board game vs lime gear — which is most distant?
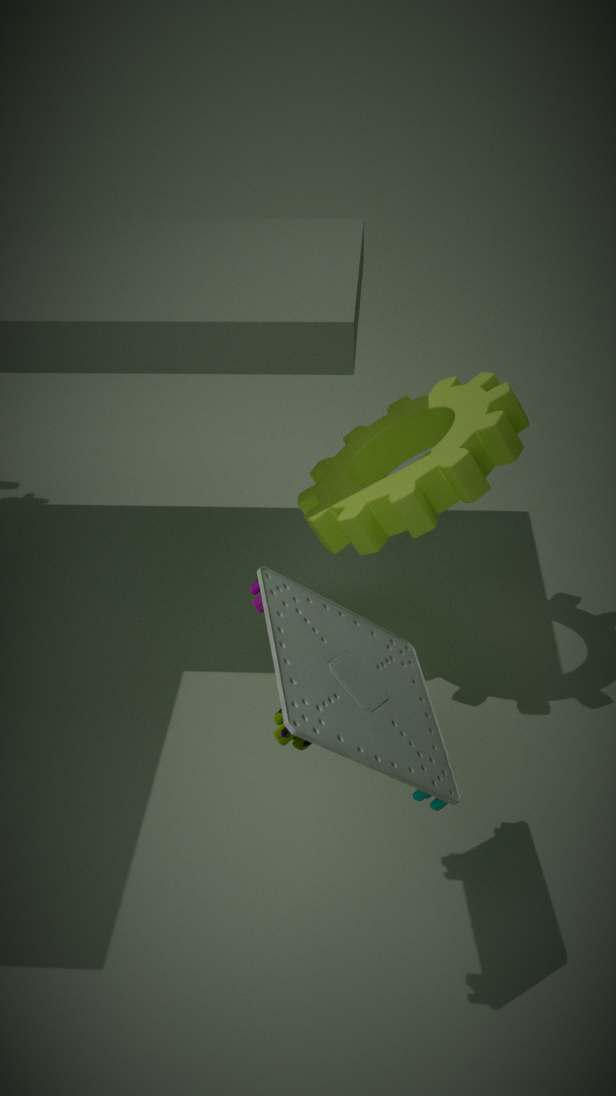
lime gear
